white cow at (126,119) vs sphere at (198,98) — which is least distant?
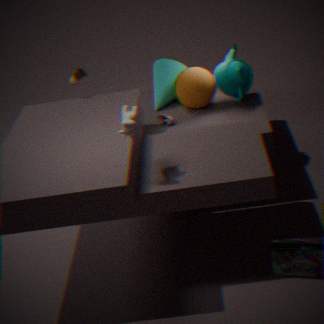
white cow at (126,119)
